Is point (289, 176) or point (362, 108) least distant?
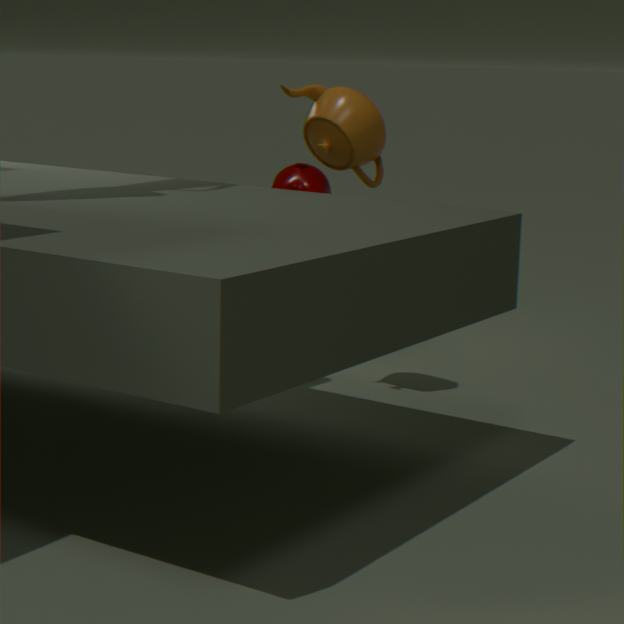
point (362, 108)
